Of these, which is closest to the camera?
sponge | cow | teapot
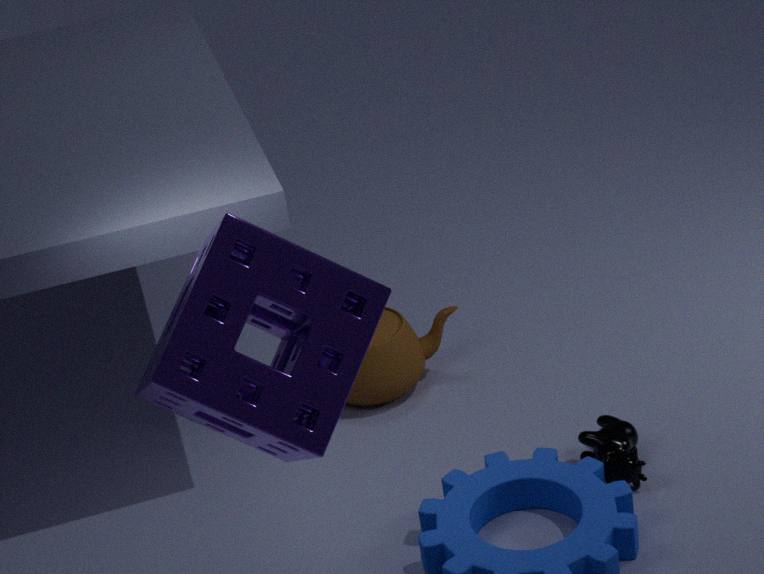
sponge
